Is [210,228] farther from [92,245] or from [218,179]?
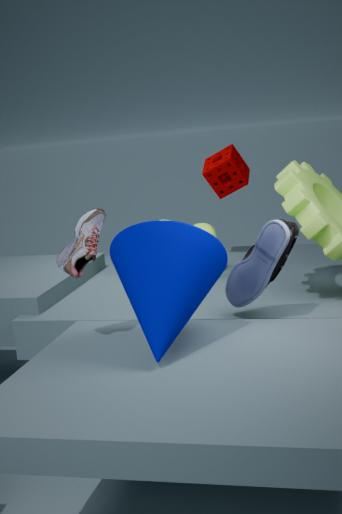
[92,245]
